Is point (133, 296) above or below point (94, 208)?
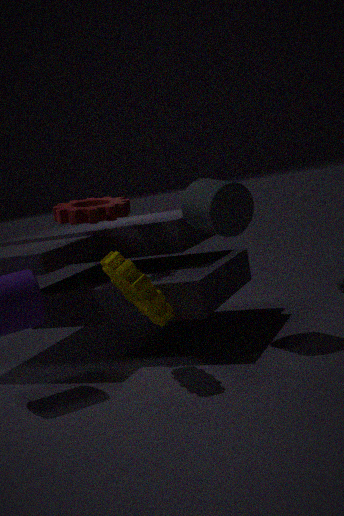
below
